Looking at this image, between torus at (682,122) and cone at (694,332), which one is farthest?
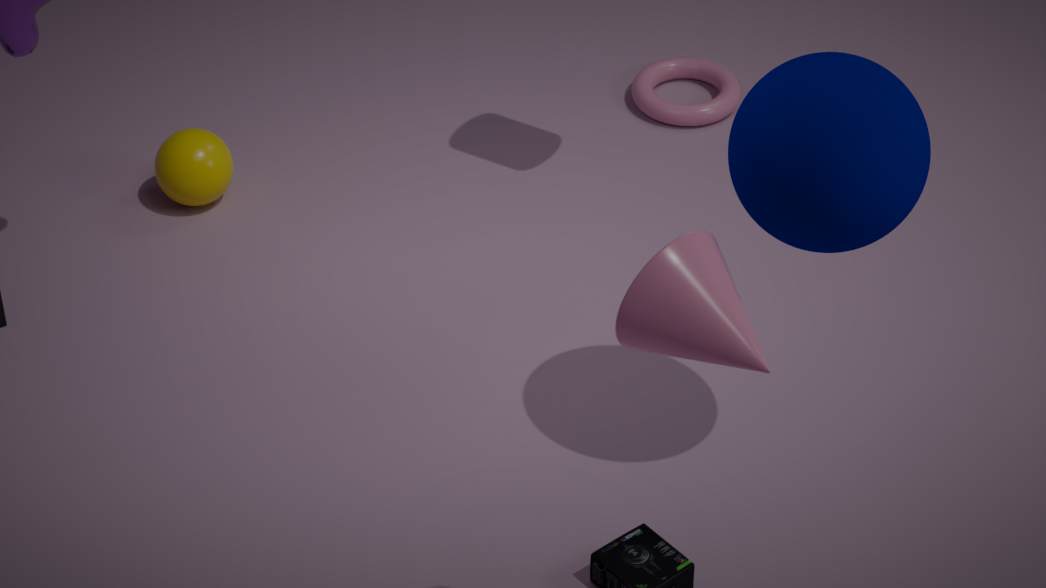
torus at (682,122)
